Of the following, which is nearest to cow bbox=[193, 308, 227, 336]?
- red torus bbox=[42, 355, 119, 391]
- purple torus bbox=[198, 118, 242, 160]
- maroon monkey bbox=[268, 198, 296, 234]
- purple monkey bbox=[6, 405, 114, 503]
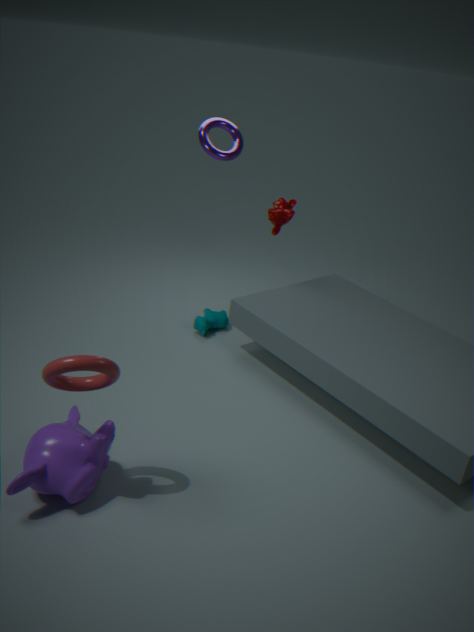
maroon monkey bbox=[268, 198, 296, 234]
